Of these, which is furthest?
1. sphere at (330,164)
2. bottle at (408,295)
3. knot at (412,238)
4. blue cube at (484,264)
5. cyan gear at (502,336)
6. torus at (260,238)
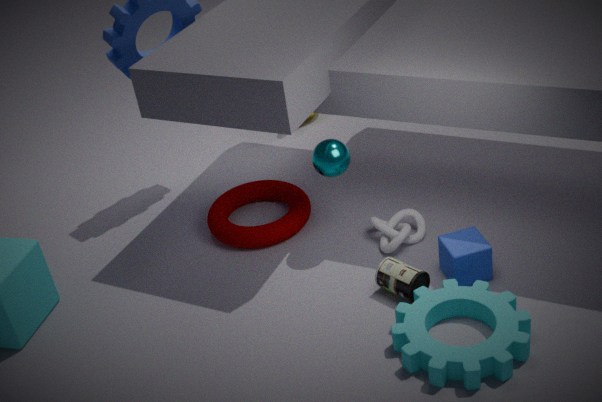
torus at (260,238)
